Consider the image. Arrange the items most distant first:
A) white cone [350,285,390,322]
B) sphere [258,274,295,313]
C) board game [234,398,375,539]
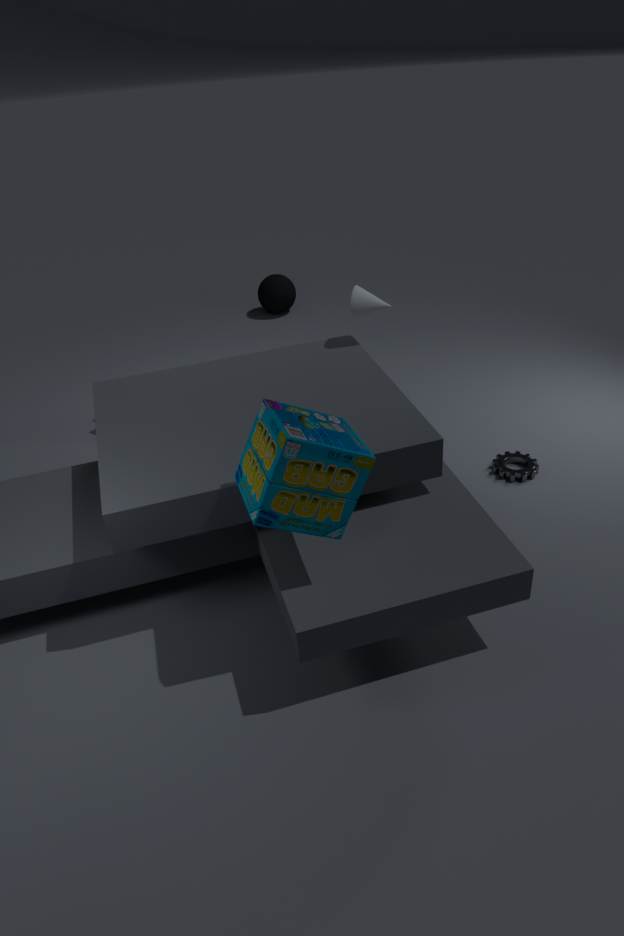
sphere [258,274,295,313] < white cone [350,285,390,322] < board game [234,398,375,539]
